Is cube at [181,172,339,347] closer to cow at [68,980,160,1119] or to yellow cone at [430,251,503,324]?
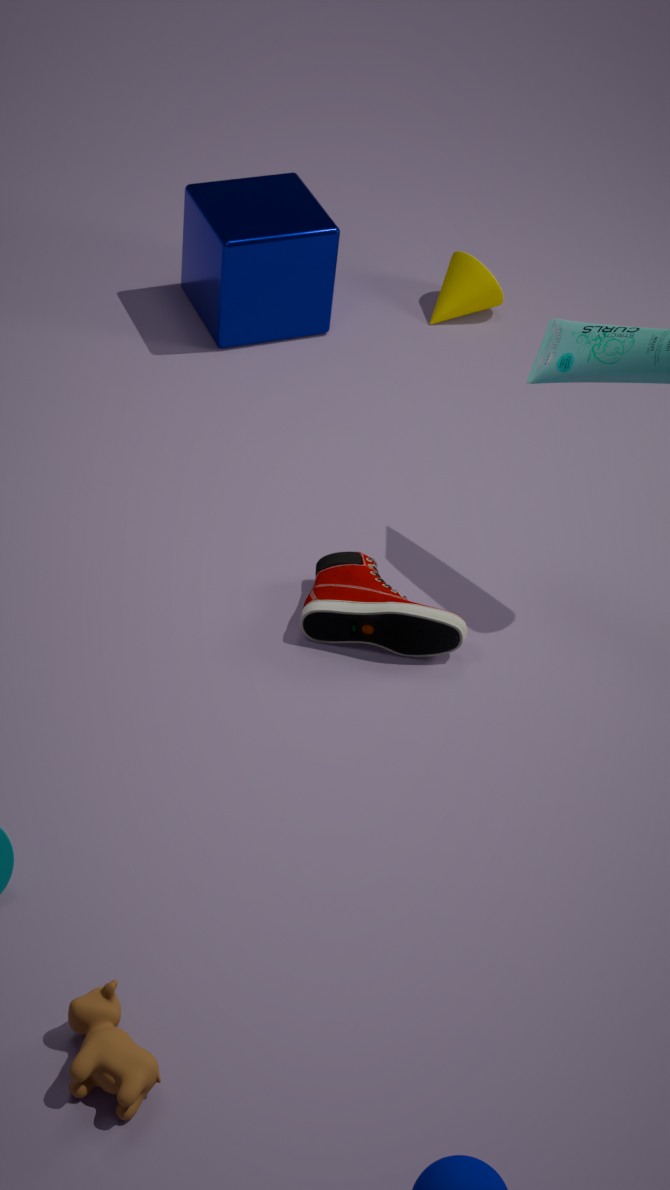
yellow cone at [430,251,503,324]
